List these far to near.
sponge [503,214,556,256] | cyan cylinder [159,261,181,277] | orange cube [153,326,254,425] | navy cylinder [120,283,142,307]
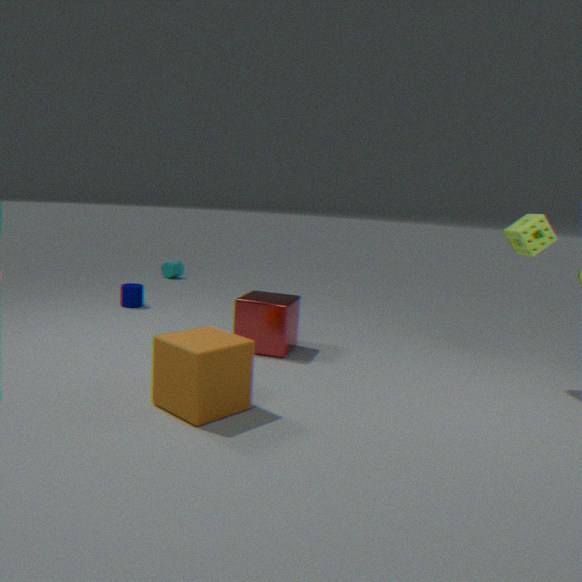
cyan cylinder [159,261,181,277], navy cylinder [120,283,142,307], sponge [503,214,556,256], orange cube [153,326,254,425]
